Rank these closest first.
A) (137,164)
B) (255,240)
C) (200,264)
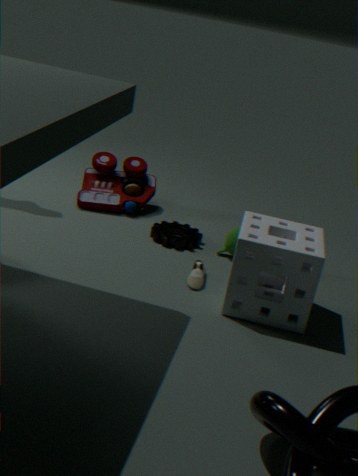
(255,240), (200,264), (137,164)
